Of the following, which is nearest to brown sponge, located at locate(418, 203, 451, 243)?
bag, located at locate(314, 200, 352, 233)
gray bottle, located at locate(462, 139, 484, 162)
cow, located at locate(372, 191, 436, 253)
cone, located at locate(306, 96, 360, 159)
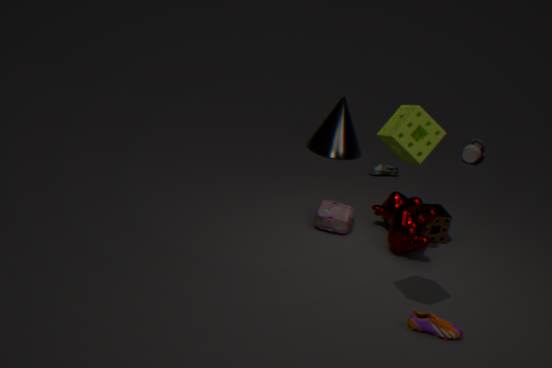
cow, located at locate(372, 191, 436, 253)
